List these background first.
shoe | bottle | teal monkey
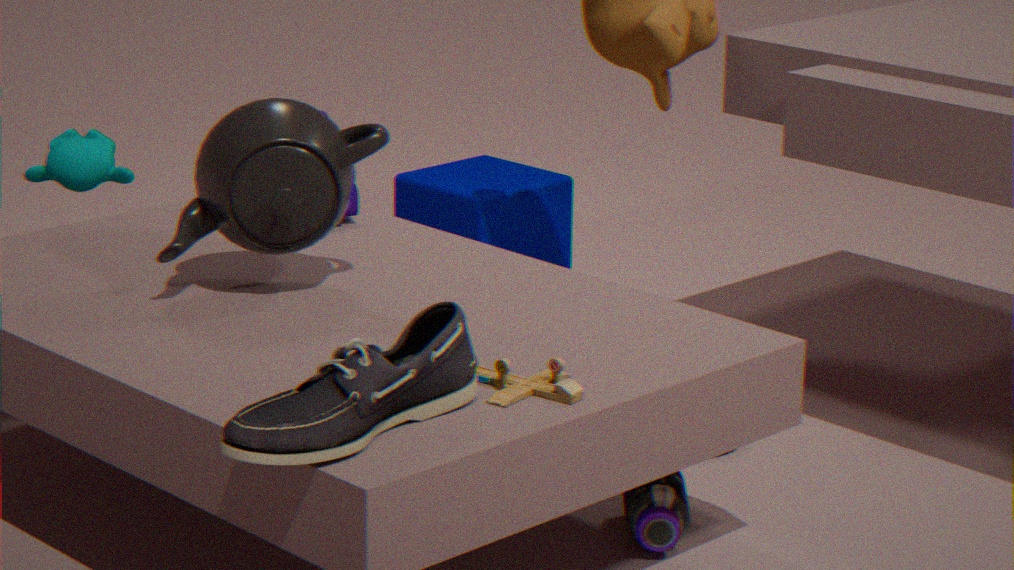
teal monkey
bottle
shoe
